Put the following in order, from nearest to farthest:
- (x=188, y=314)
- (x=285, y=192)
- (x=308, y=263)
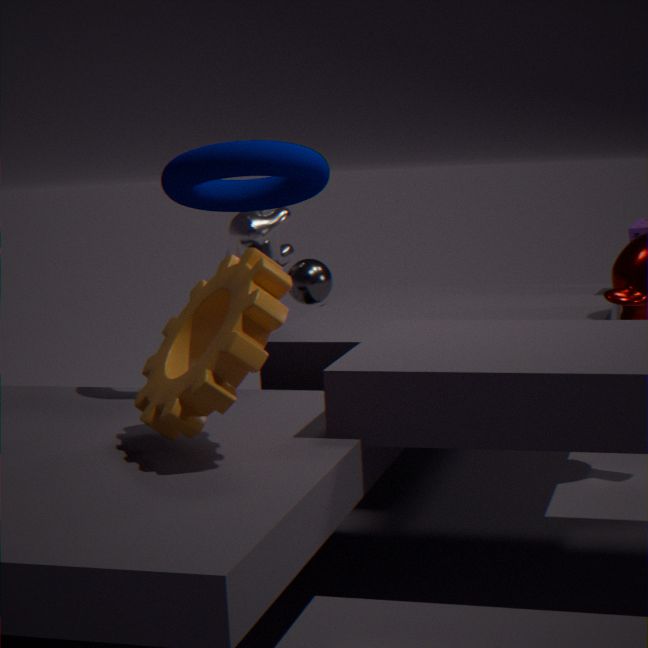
1. (x=188, y=314)
2. (x=285, y=192)
3. (x=308, y=263)
